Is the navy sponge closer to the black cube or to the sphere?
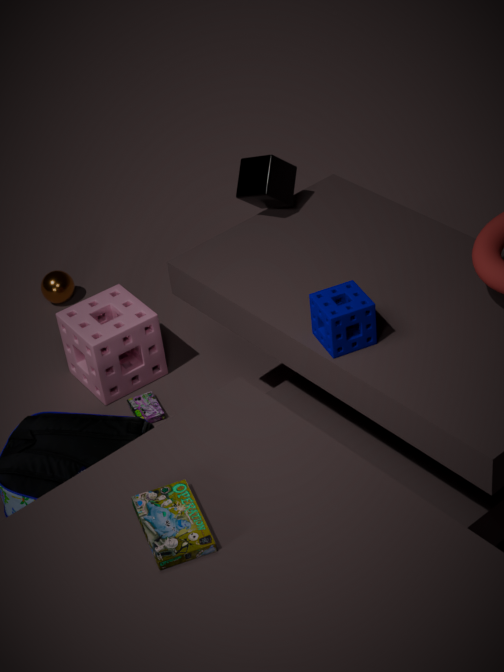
the black cube
